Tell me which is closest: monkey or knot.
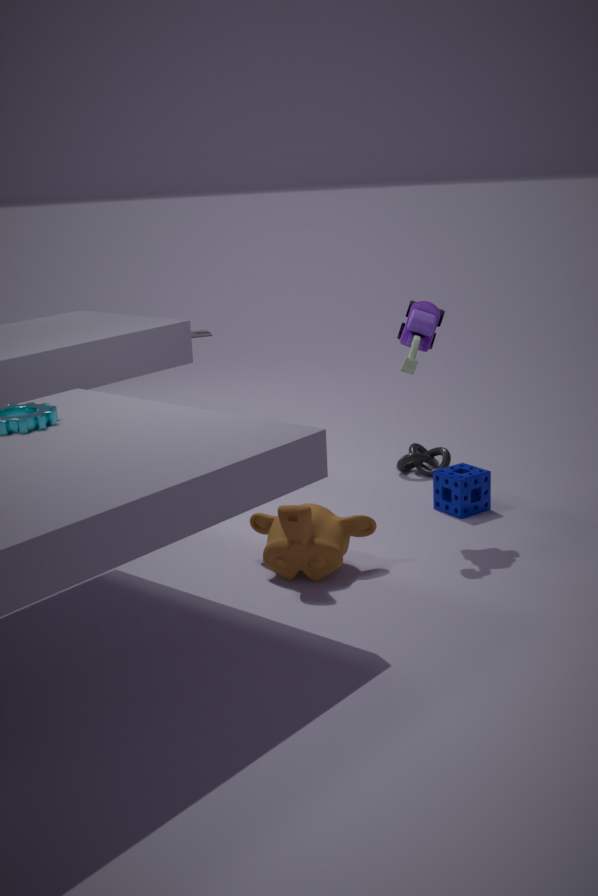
monkey
